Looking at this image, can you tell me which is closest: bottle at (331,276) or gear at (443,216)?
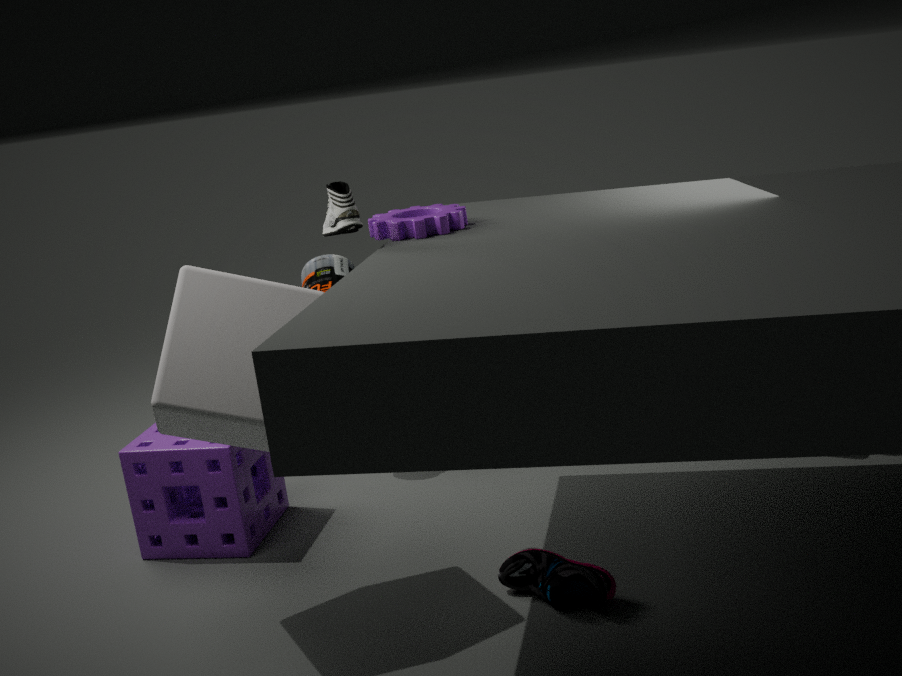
gear at (443,216)
